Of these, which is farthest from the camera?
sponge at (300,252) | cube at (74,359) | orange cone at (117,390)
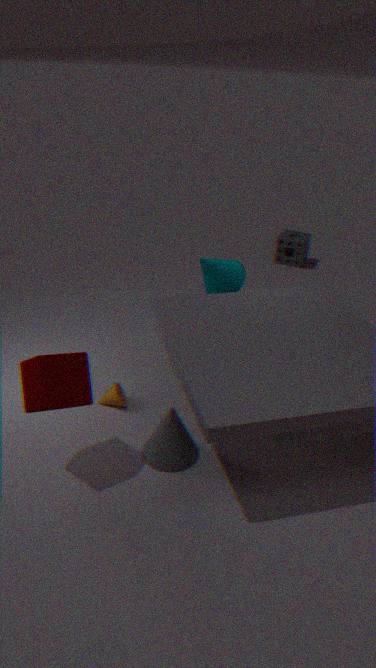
→ sponge at (300,252)
